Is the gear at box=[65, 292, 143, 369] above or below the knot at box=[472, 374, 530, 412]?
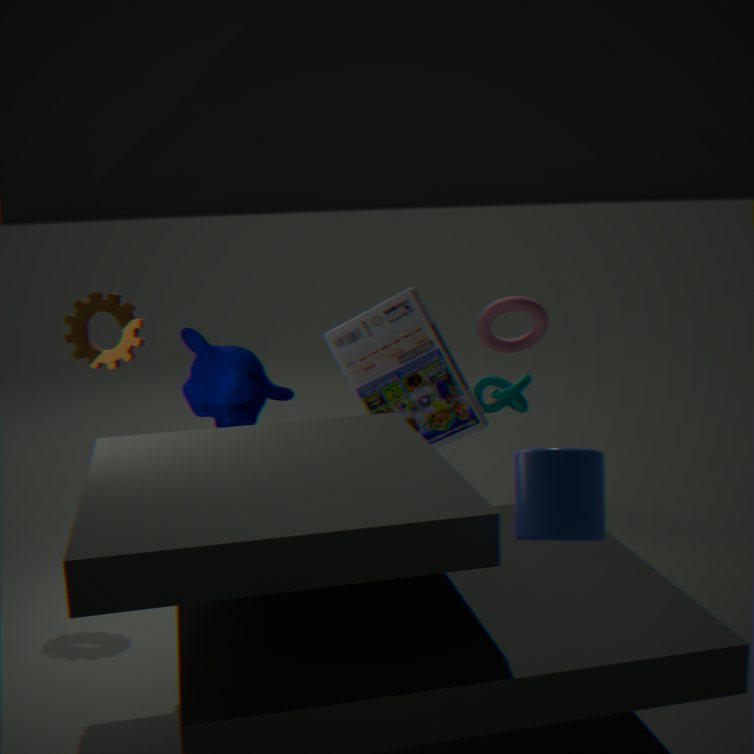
above
